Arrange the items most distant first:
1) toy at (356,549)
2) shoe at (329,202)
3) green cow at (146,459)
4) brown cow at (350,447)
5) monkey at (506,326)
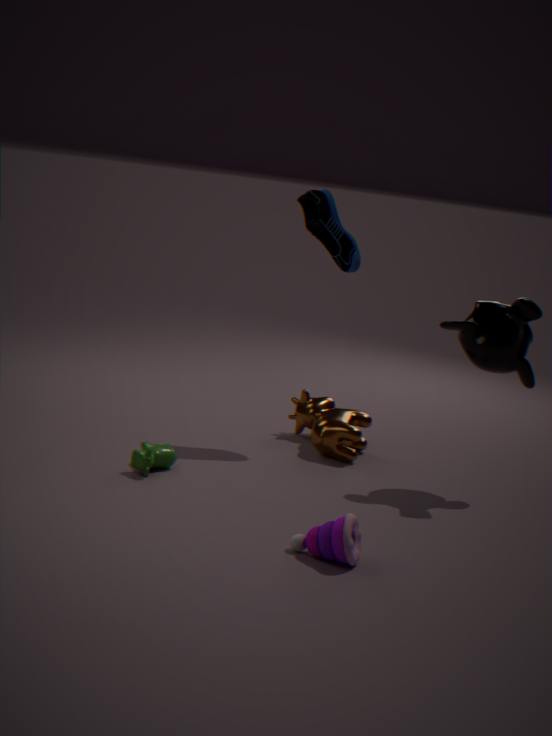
1. 4. brown cow at (350,447)
2. 2. shoe at (329,202)
3. 5. monkey at (506,326)
4. 3. green cow at (146,459)
5. 1. toy at (356,549)
